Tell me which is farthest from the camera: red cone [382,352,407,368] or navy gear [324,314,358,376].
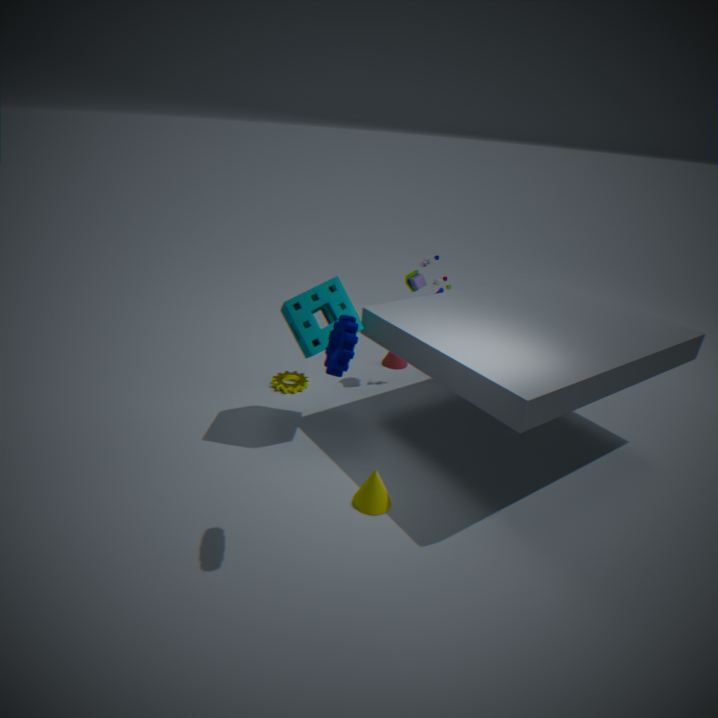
red cone [382,352,407,368]
